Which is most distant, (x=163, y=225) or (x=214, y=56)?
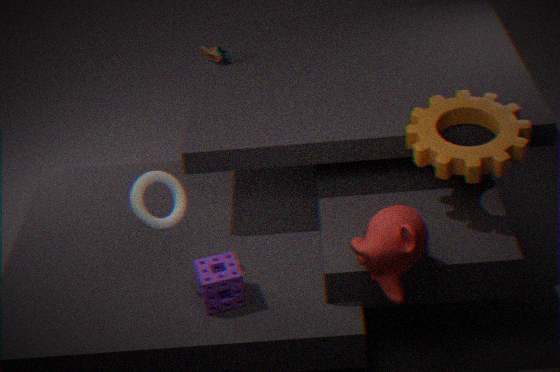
(x=214, y=56)
